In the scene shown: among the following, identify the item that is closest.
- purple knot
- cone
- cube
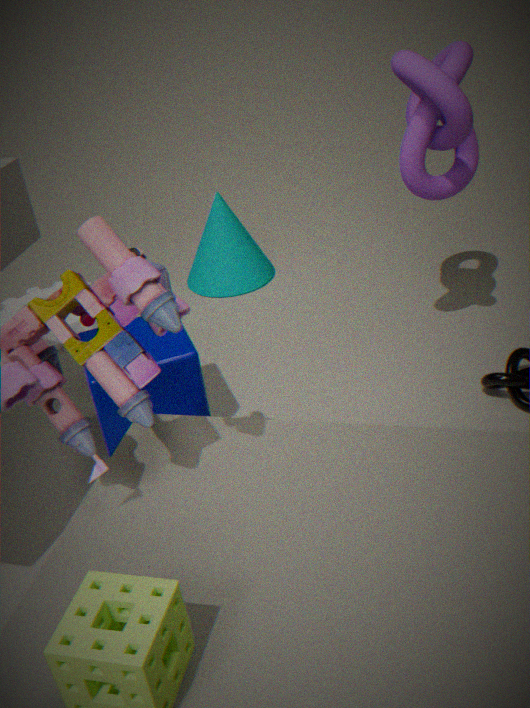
purple knot
